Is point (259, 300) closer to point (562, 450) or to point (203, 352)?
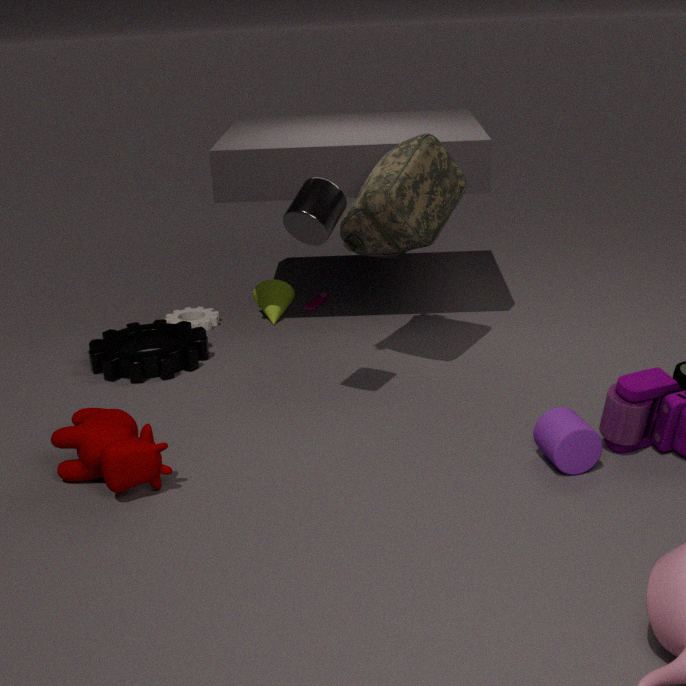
point (203, 352)
